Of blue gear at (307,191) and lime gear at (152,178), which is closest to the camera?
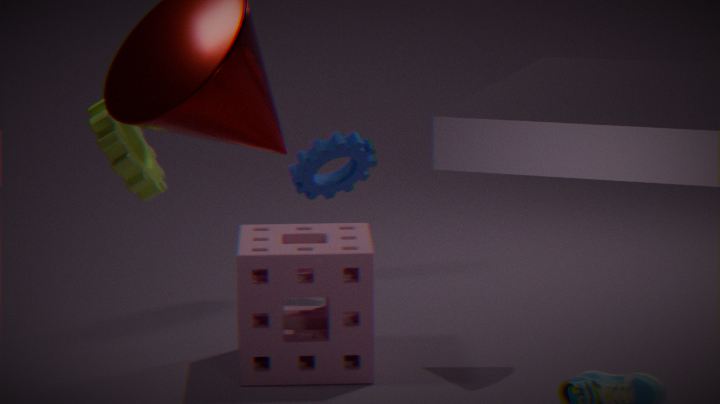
lime gear at (152,178)
